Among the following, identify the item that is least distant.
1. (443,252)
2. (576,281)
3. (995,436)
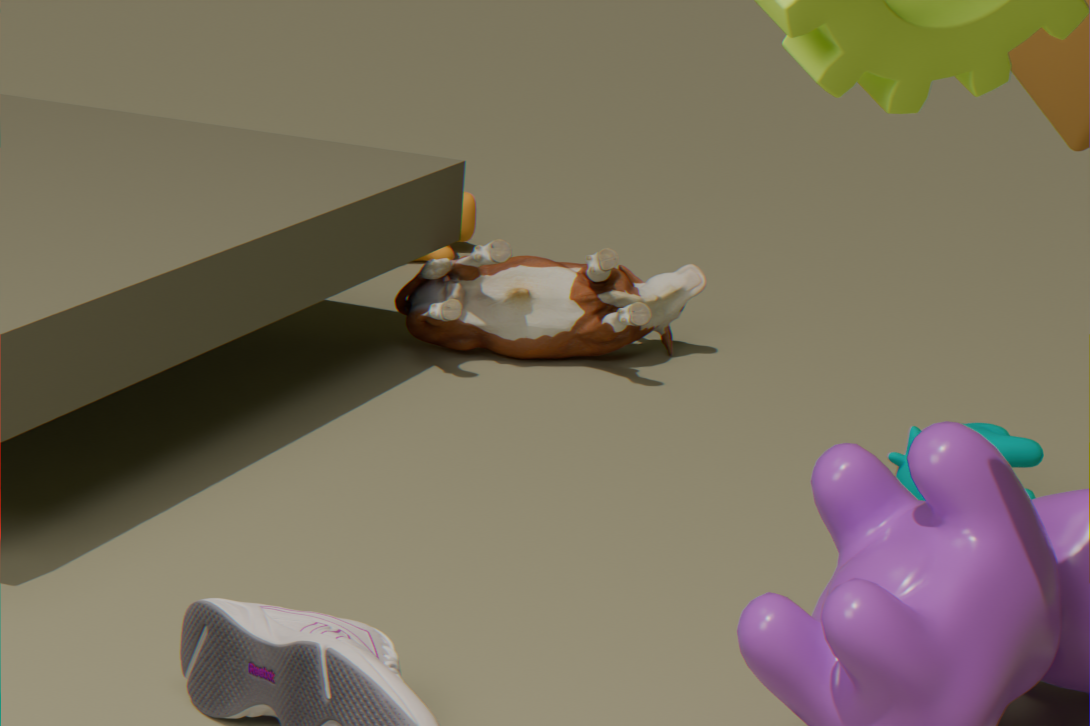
(995,436)
